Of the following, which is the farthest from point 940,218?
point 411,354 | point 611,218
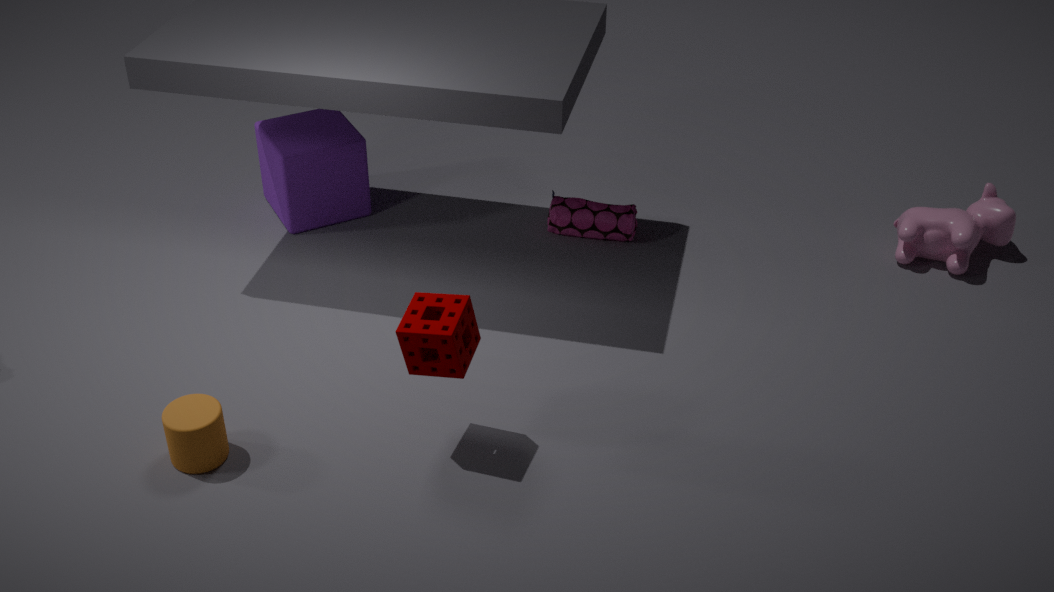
point 411,354
